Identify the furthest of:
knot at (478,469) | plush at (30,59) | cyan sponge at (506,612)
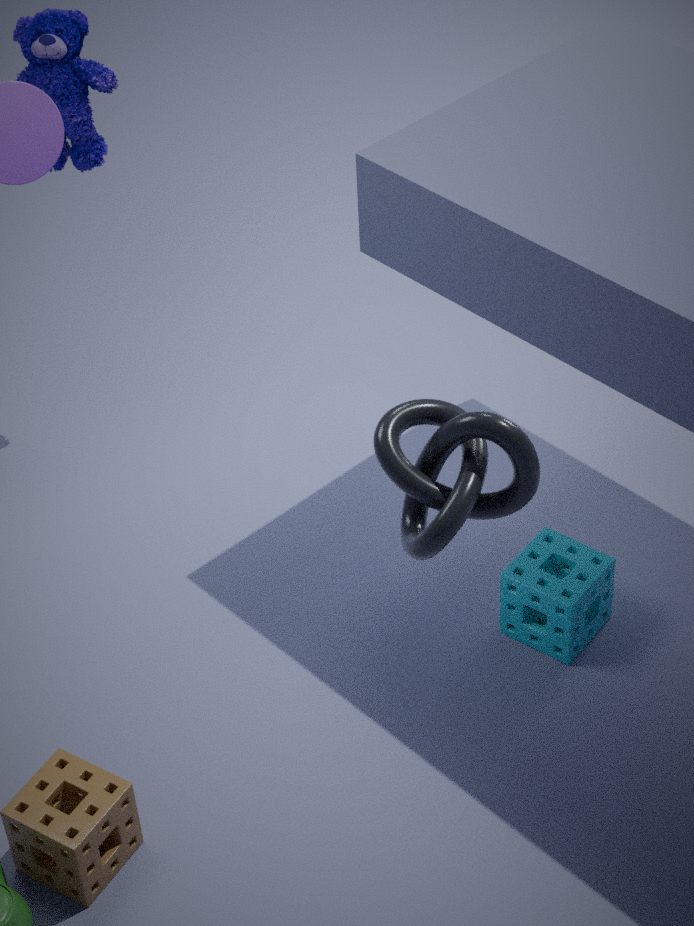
plush at (30,59)
